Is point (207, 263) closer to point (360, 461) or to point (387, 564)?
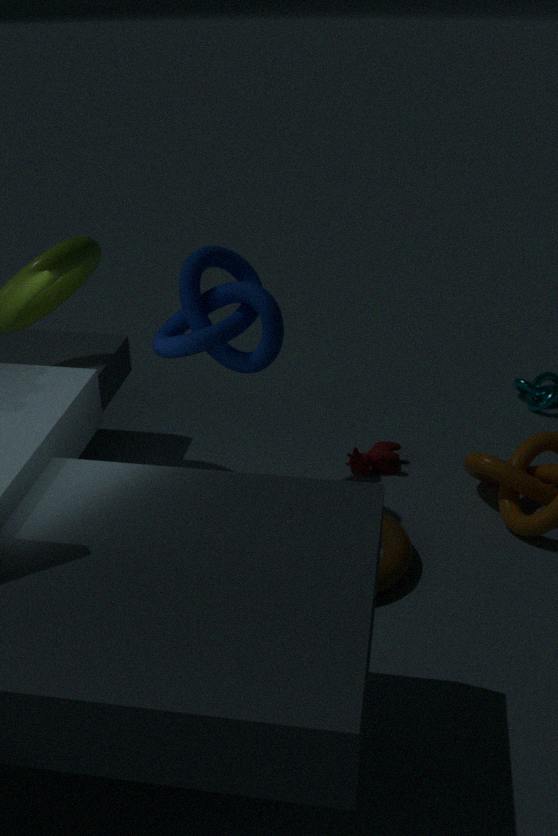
point (360, 461)
